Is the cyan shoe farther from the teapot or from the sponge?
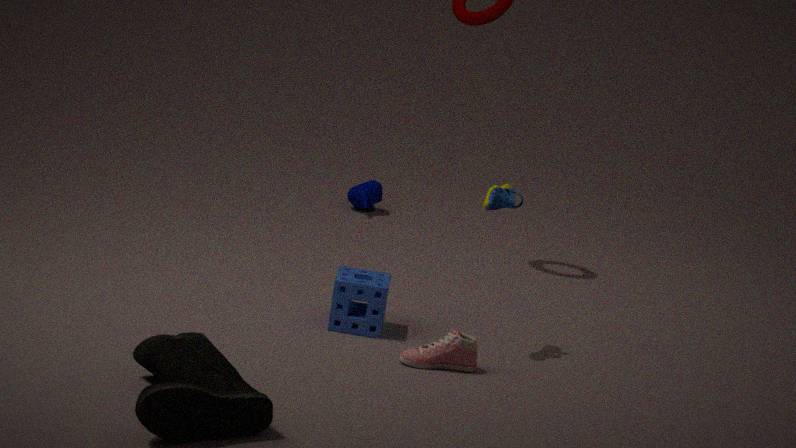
the teapot
